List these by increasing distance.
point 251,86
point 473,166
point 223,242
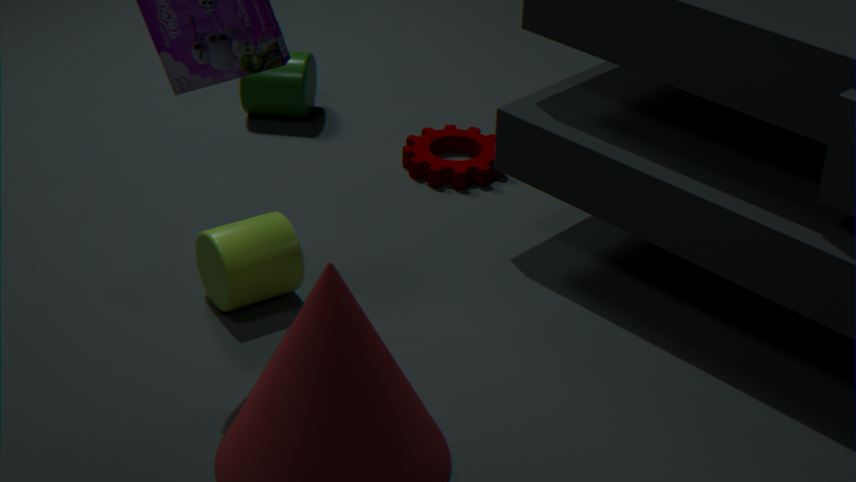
point 223,242 < point 473,166 < point 251,86
